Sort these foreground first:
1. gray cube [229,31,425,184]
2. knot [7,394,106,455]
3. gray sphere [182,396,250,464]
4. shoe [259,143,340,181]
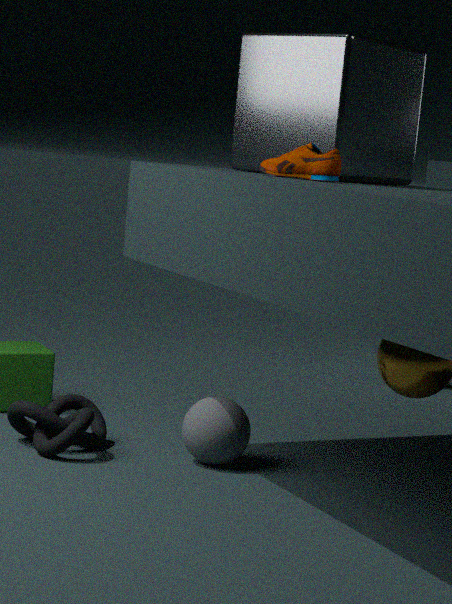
shoe [259,143,340,181] → gray cube [229,31,425,184] → knot [7,394,106,455] → gray sphere [182,396,250,464]
